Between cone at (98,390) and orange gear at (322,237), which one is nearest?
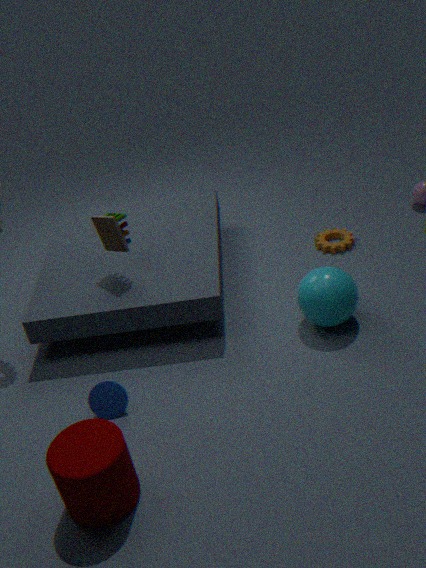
cone at (98,390)
